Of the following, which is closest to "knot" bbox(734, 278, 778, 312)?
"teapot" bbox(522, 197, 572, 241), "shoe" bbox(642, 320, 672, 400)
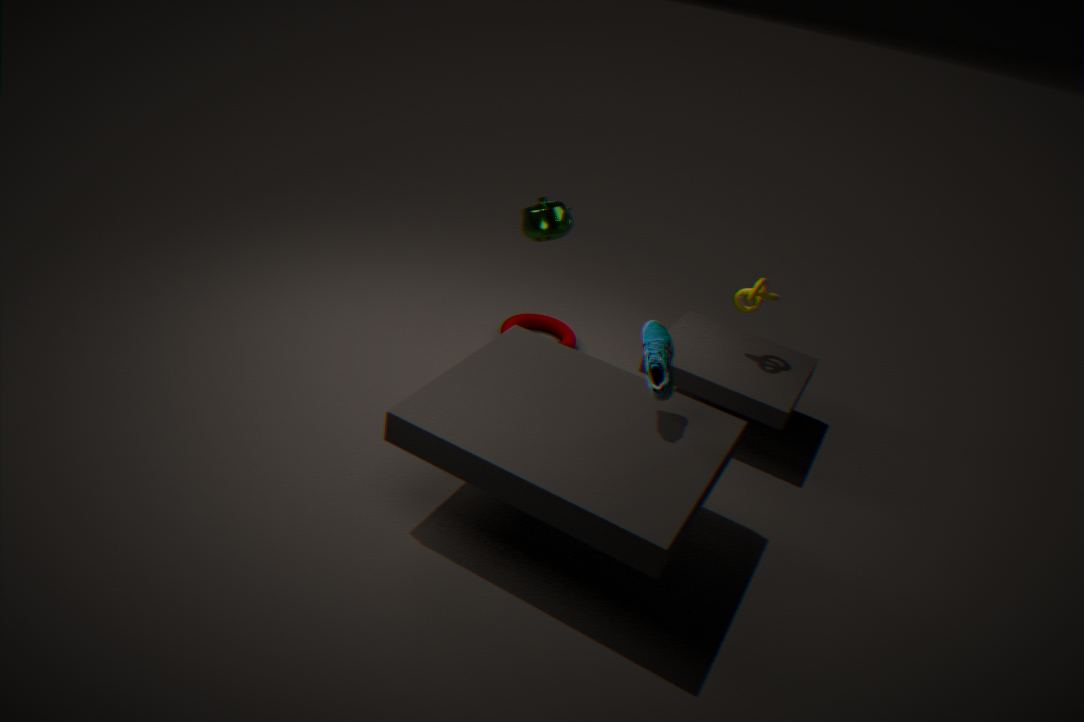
"teapot" bbox(522, 197, 572, 241)
